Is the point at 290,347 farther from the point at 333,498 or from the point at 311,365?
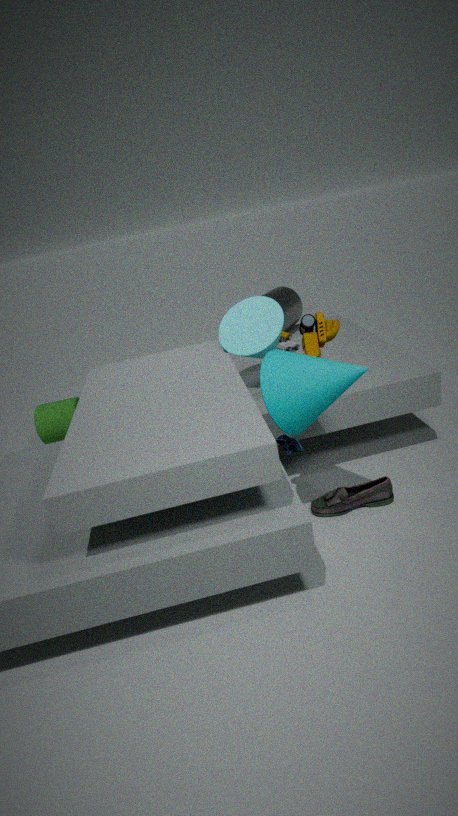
the point at 333,498
